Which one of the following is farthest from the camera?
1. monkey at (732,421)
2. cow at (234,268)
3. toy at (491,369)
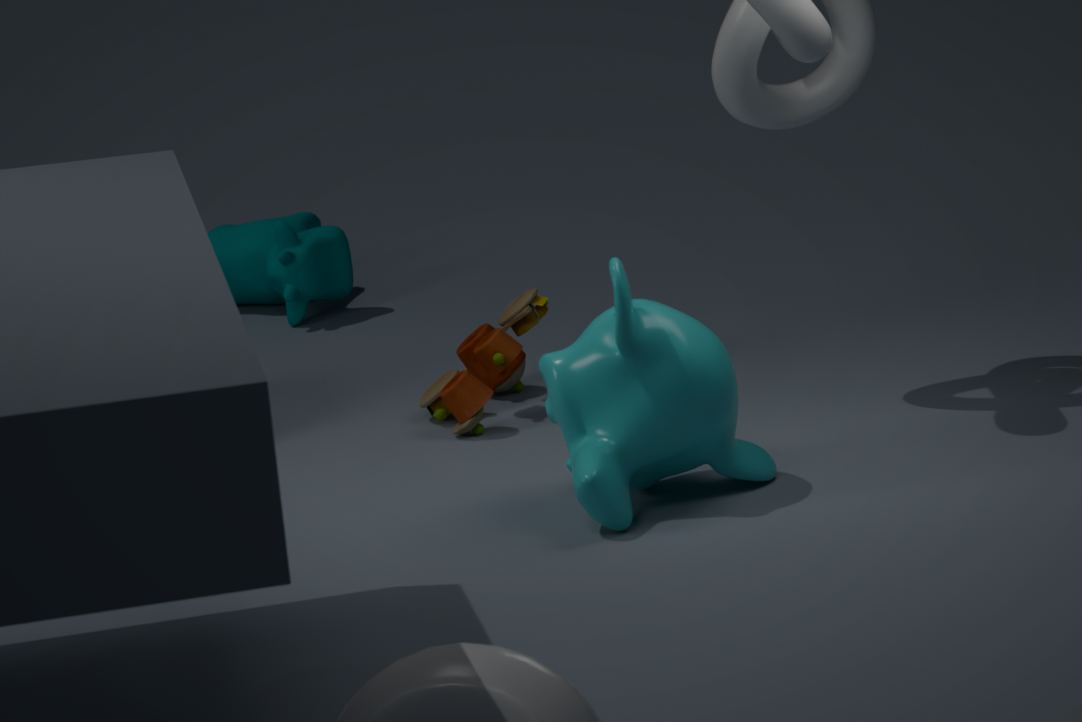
cow at (234,268)
